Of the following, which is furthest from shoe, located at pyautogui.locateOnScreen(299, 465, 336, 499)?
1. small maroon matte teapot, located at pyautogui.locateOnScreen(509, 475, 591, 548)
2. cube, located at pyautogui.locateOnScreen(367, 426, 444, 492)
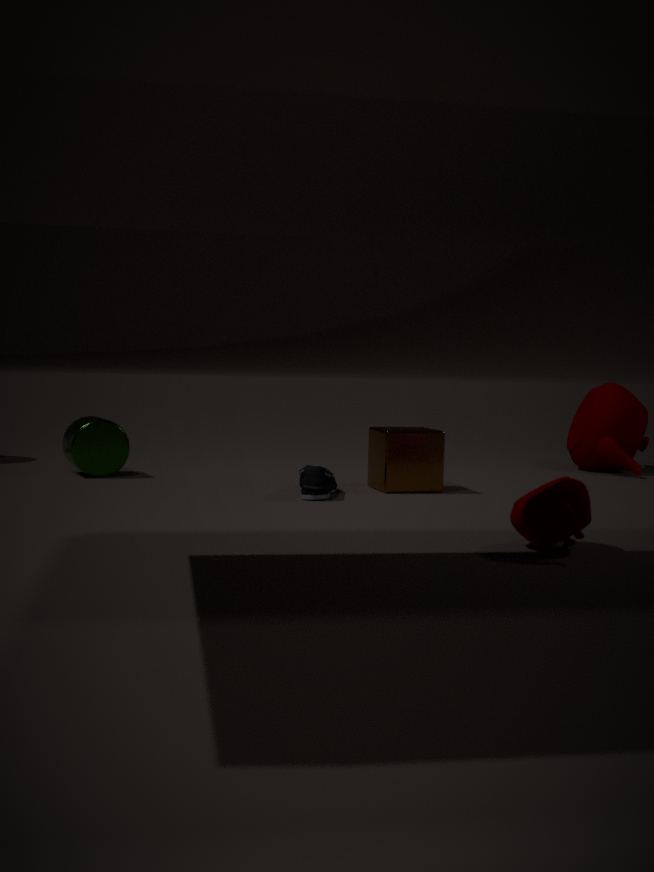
small maroon matte teapot, located at pyautogui.locateOnScreen(509, 475, 591, 548)
